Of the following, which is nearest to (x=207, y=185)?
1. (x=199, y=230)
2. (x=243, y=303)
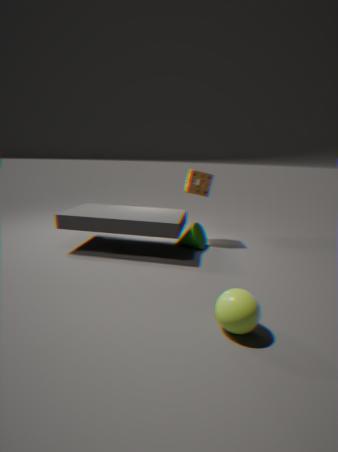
(x=199, y=230)
